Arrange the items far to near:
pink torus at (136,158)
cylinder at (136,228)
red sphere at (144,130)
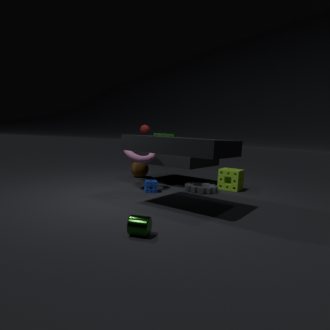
red sphere at (144,130) < pink torus at (136,158) < cylinder at (136,228)
